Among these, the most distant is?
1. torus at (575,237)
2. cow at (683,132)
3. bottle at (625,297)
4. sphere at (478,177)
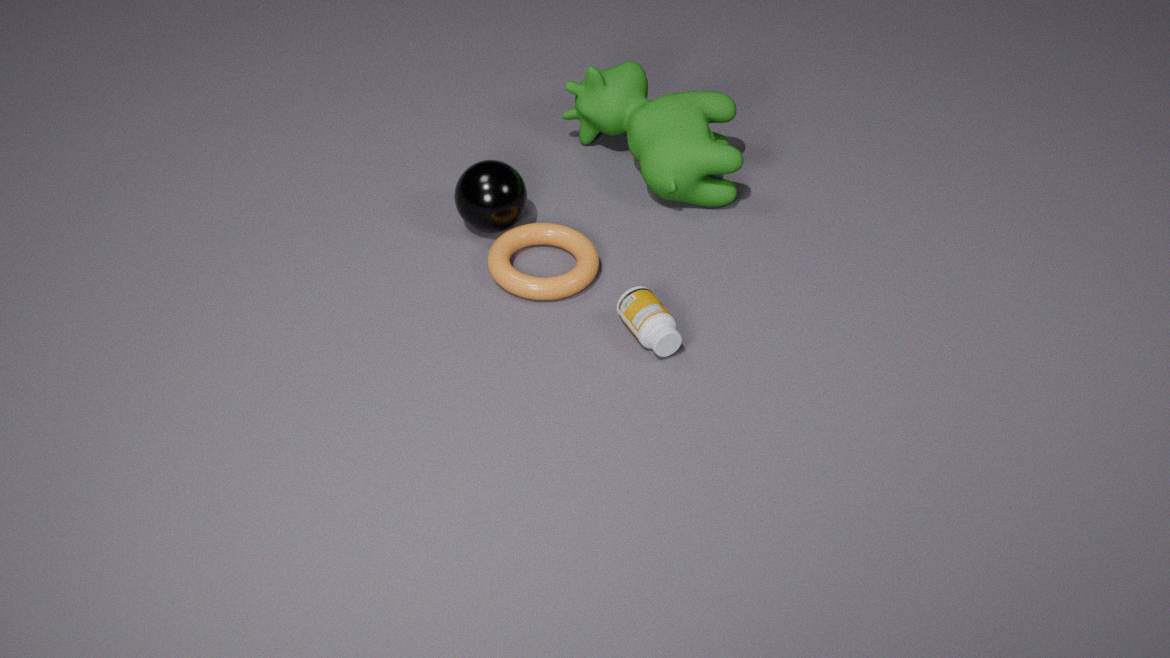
cow at (683,132)
